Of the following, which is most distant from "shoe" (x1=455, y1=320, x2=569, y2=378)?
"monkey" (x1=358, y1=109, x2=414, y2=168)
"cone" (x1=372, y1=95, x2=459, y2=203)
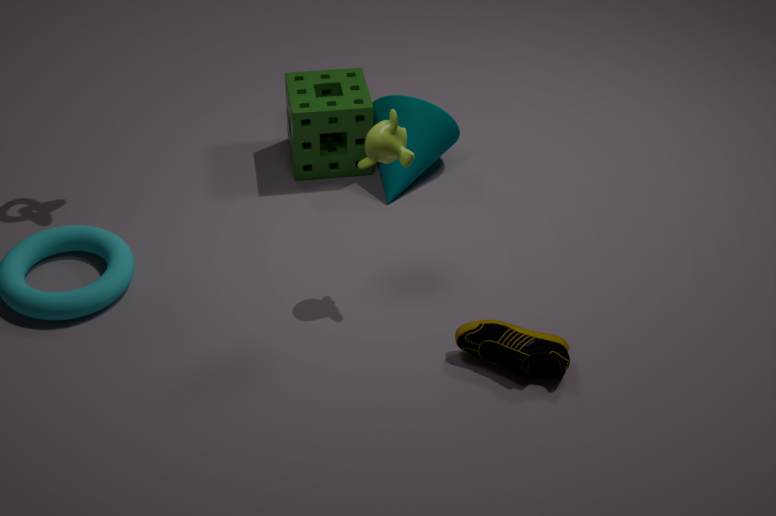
"cone" (x1=372, y1=95, x2=459, y2=203)
